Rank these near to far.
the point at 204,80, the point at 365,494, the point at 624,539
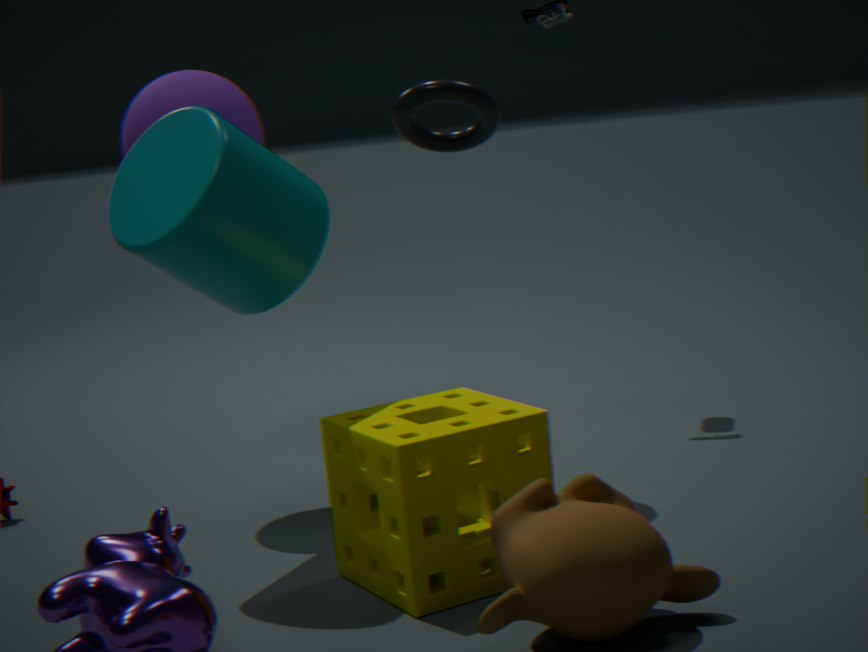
the point at 624,539 → the point at 365,494 → the point at 204,80
